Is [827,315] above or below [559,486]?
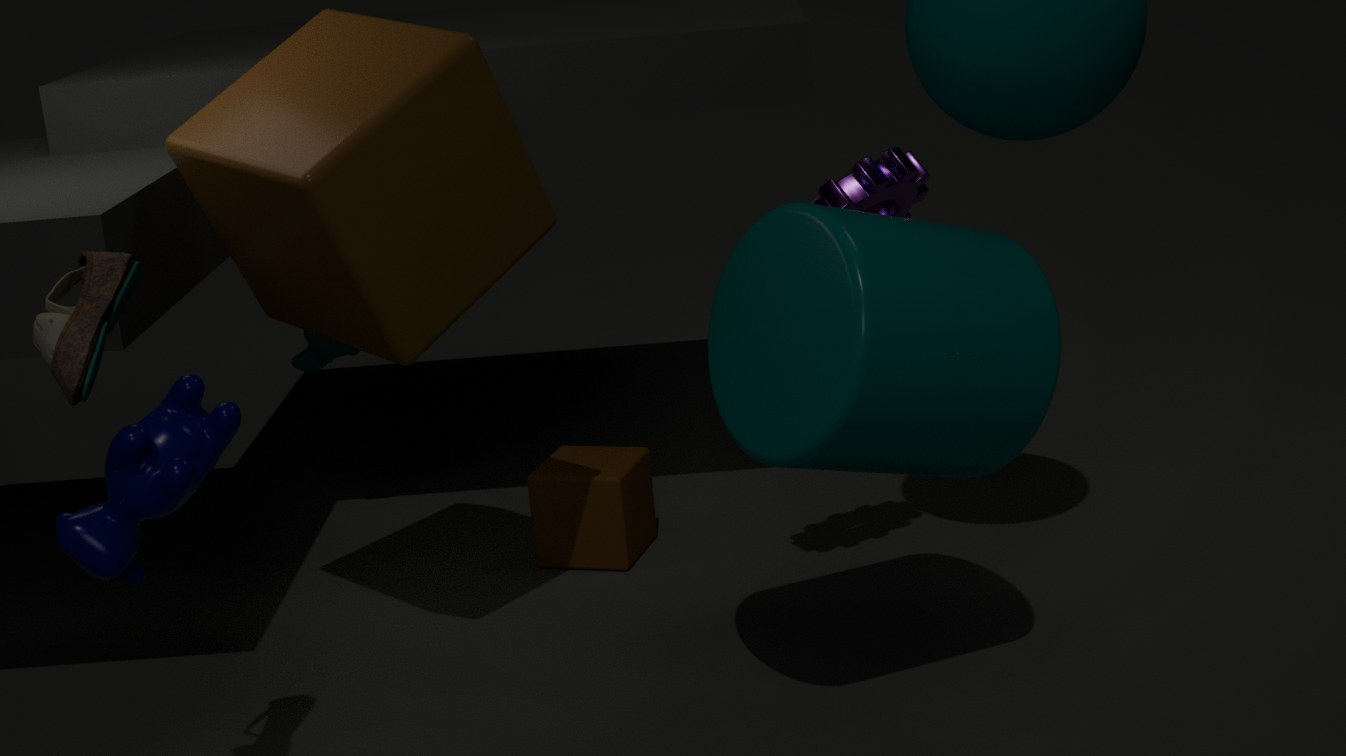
above
